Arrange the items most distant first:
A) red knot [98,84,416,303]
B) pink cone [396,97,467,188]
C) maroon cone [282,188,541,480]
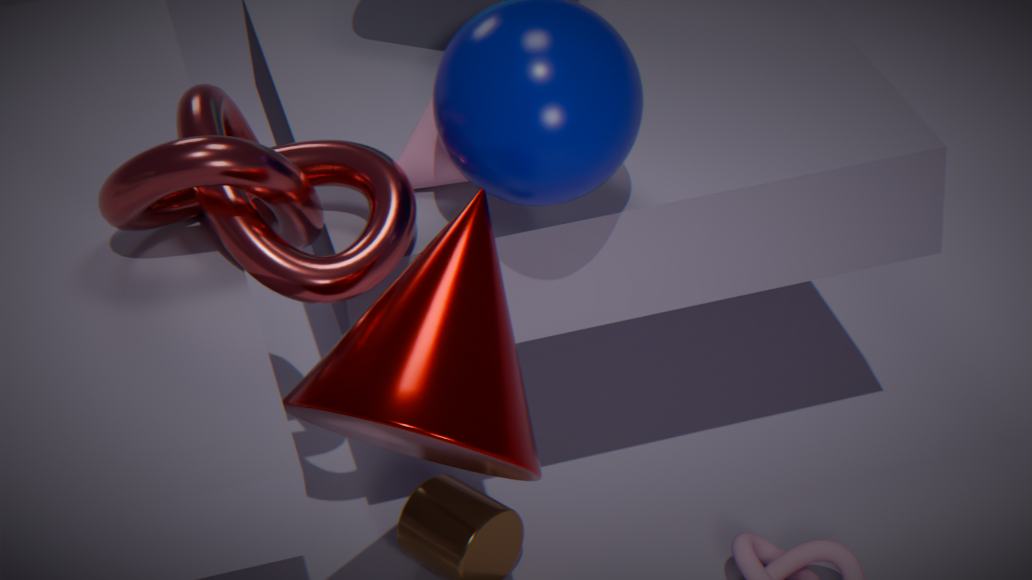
pink cone [396,97,467,188] < red knot [98,84,416,303] < maroon cone [282,188,541,480]
